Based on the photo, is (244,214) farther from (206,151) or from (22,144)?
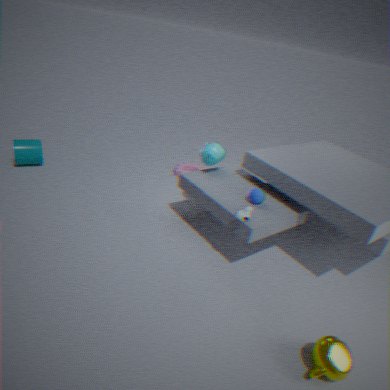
(22,144)
